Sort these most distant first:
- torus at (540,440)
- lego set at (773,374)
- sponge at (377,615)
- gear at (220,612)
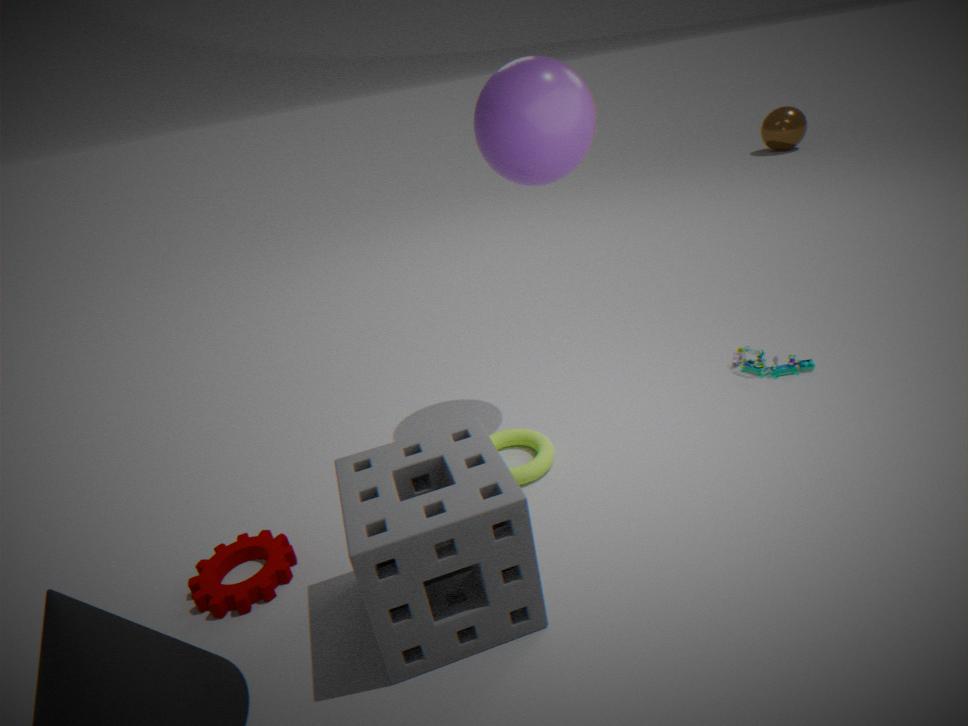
lego set at (773,374)
torus at (540,440)
gear at (220,612)
sponge at (377,615)
